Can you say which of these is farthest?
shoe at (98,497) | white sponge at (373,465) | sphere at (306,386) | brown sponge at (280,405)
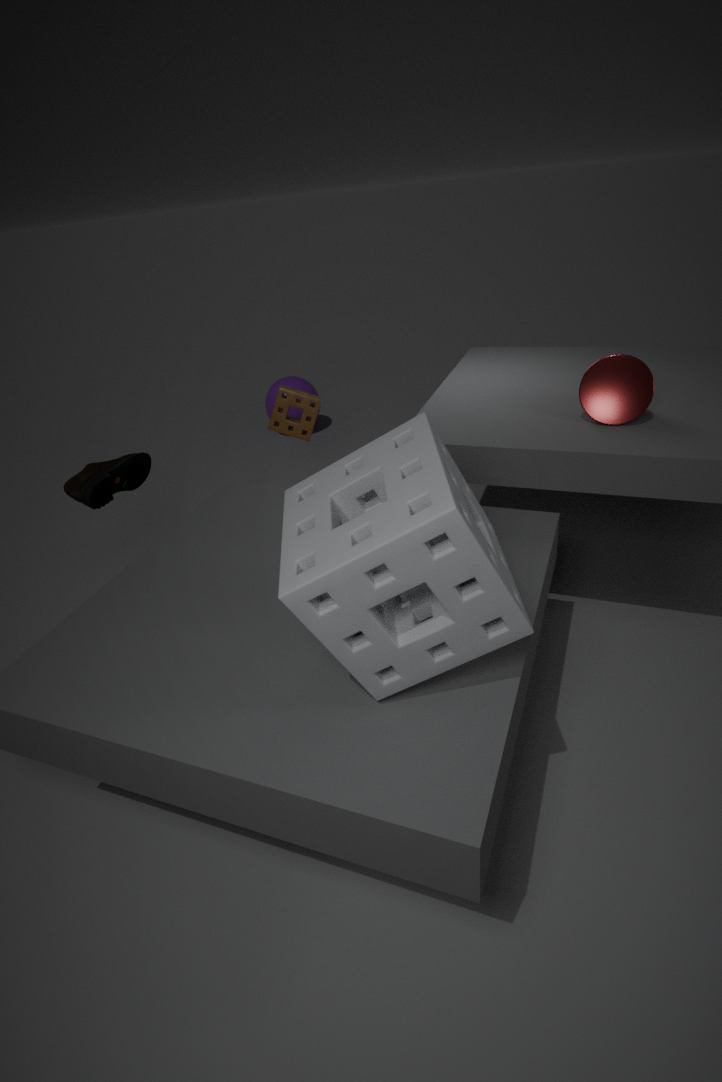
sphere at (306,386)
